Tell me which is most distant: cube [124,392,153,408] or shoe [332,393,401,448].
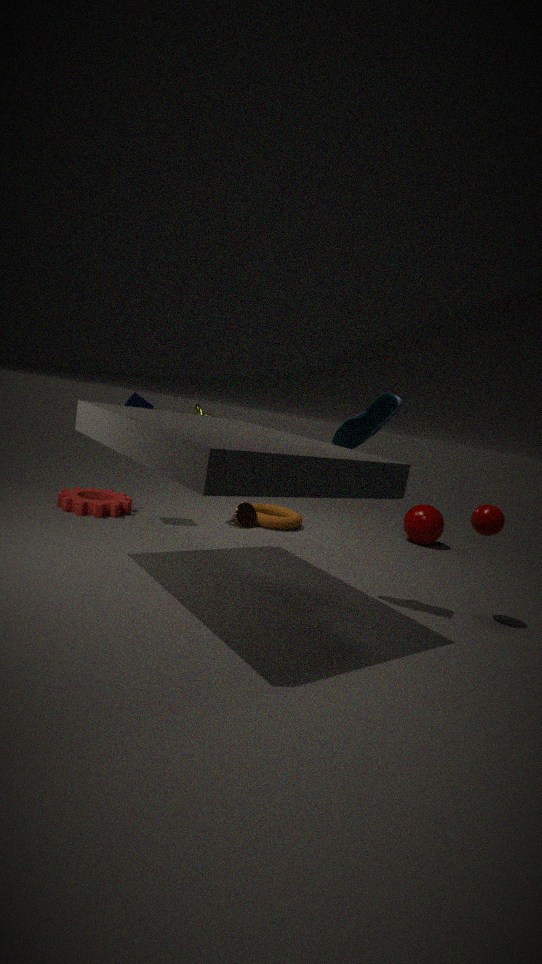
cube [124,392,153,408]
